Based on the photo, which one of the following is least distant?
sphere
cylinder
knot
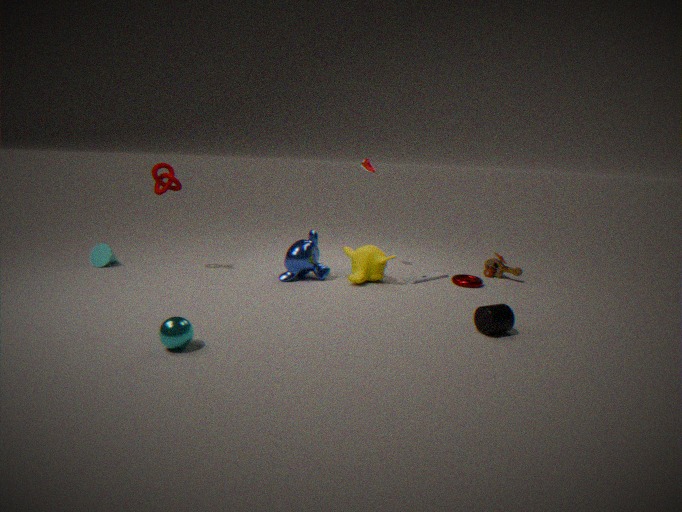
sphere
